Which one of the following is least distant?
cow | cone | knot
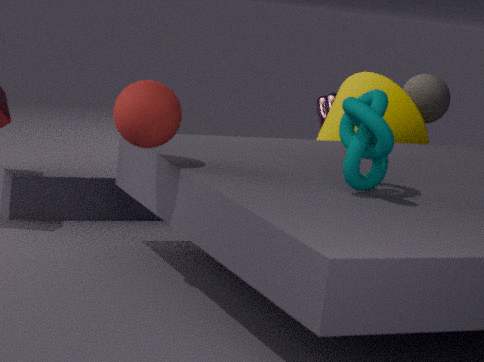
knot
